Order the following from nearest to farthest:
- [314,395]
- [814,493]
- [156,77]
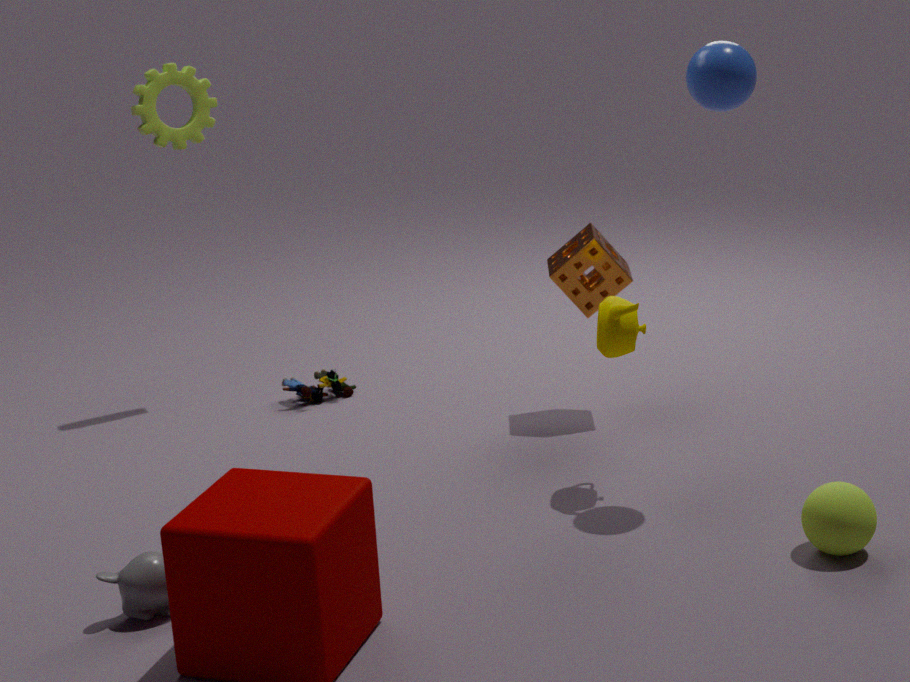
[814,493]
[156,77]
[314,395]
